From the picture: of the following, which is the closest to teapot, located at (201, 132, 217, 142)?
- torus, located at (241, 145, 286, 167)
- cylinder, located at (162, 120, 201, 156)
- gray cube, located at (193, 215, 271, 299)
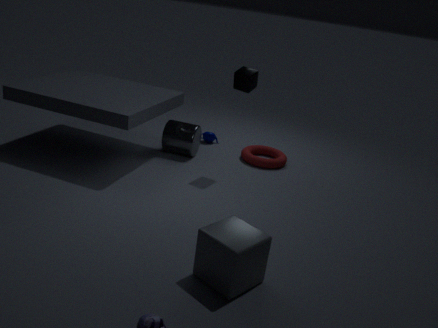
cylinder, located at (162, 120, 201, 156)
